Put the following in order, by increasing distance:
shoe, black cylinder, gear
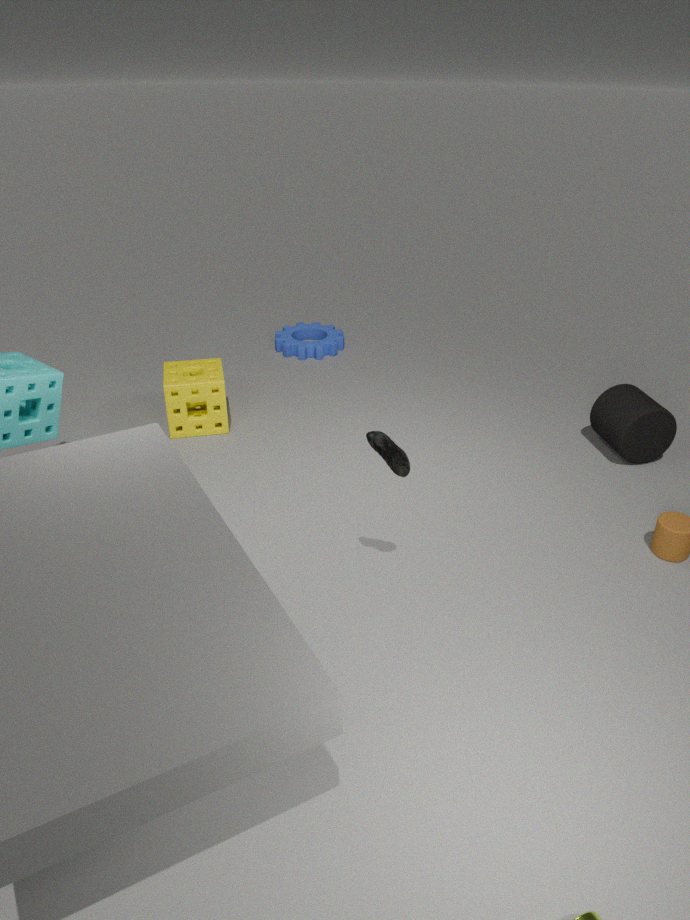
shoe, black cylinder, gear
